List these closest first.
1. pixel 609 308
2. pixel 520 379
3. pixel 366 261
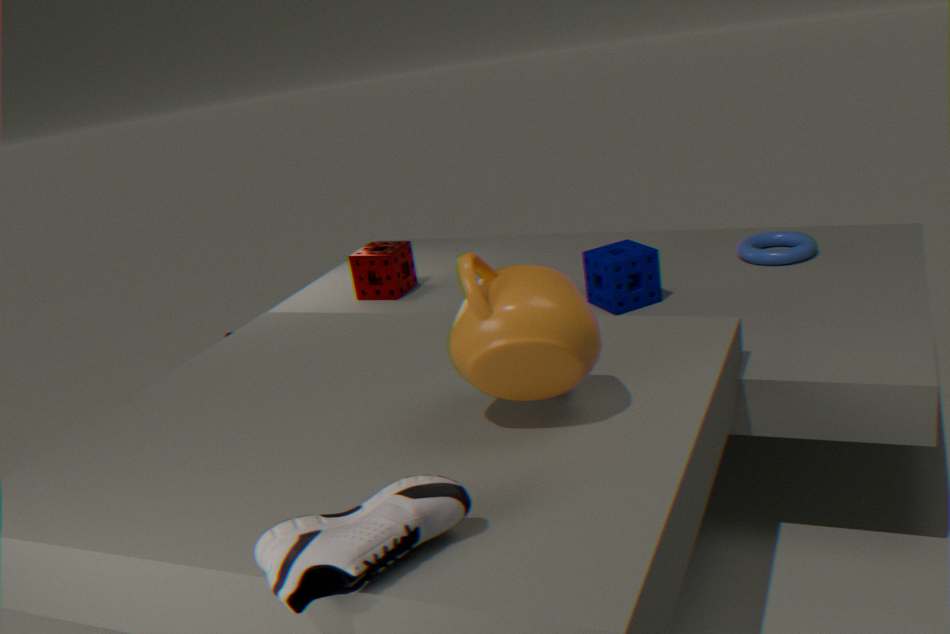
pixel 520 379, pixel 609 308, pixel 366 261
